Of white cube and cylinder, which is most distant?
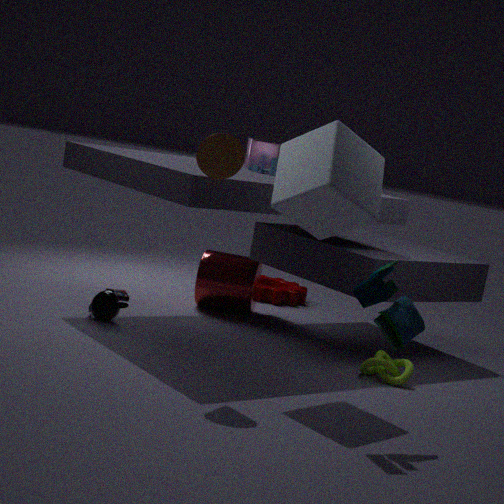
cylinder
